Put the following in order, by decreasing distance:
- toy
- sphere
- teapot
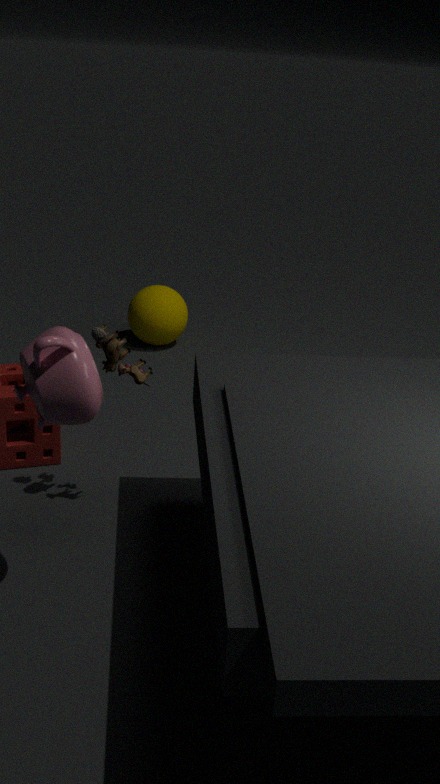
sphere → toy → teapot
